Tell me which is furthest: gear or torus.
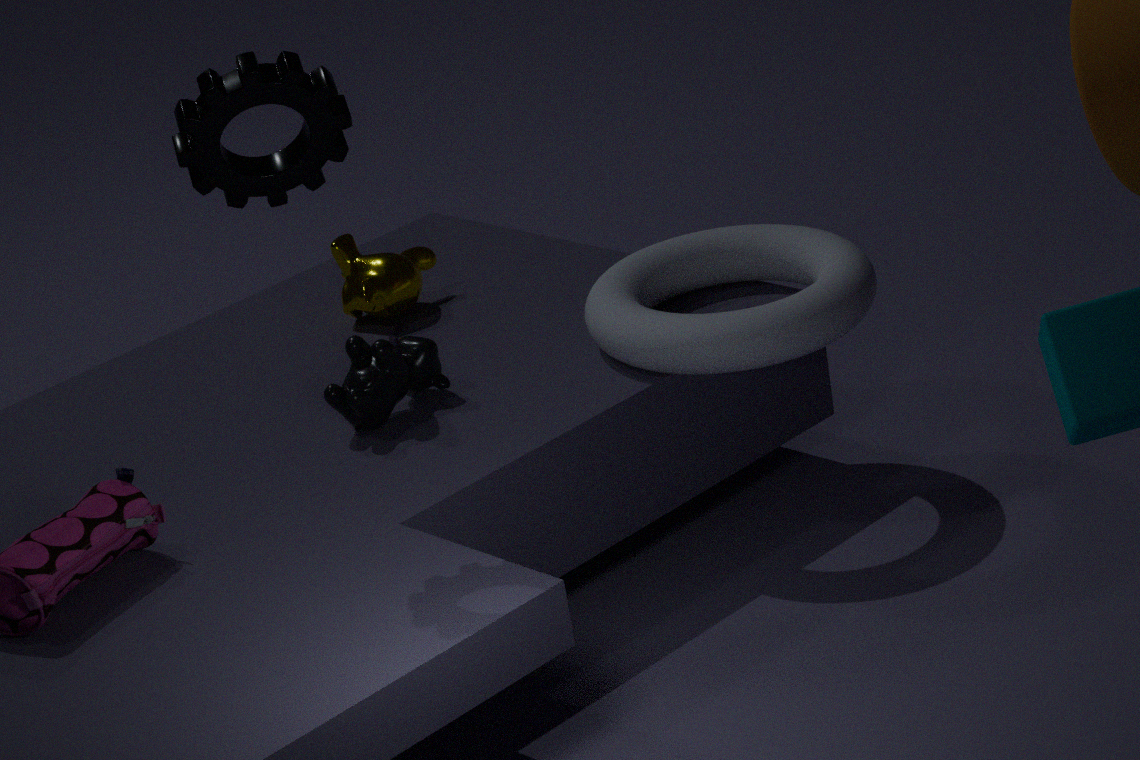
torus
